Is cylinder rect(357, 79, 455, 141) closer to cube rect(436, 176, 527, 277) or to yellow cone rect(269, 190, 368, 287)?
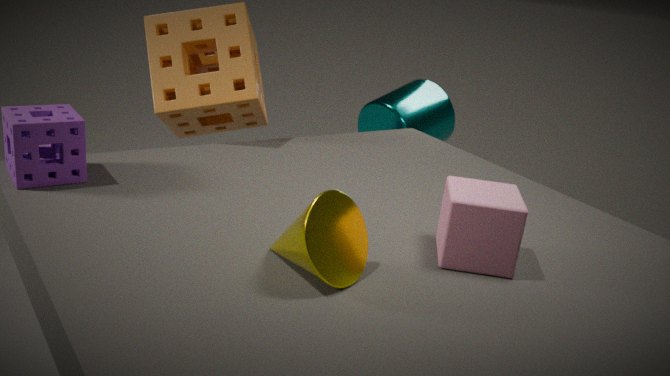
cube rect(436, 176, 527, 277)
